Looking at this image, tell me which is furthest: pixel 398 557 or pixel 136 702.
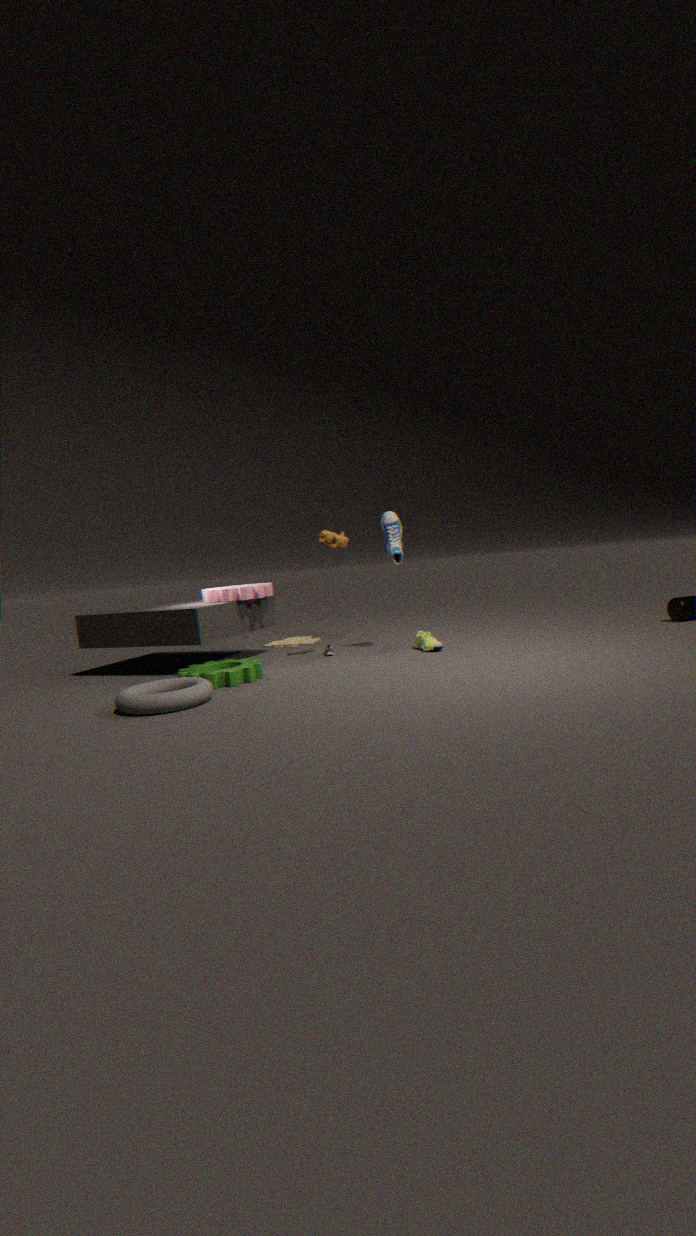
pixel 398 557
